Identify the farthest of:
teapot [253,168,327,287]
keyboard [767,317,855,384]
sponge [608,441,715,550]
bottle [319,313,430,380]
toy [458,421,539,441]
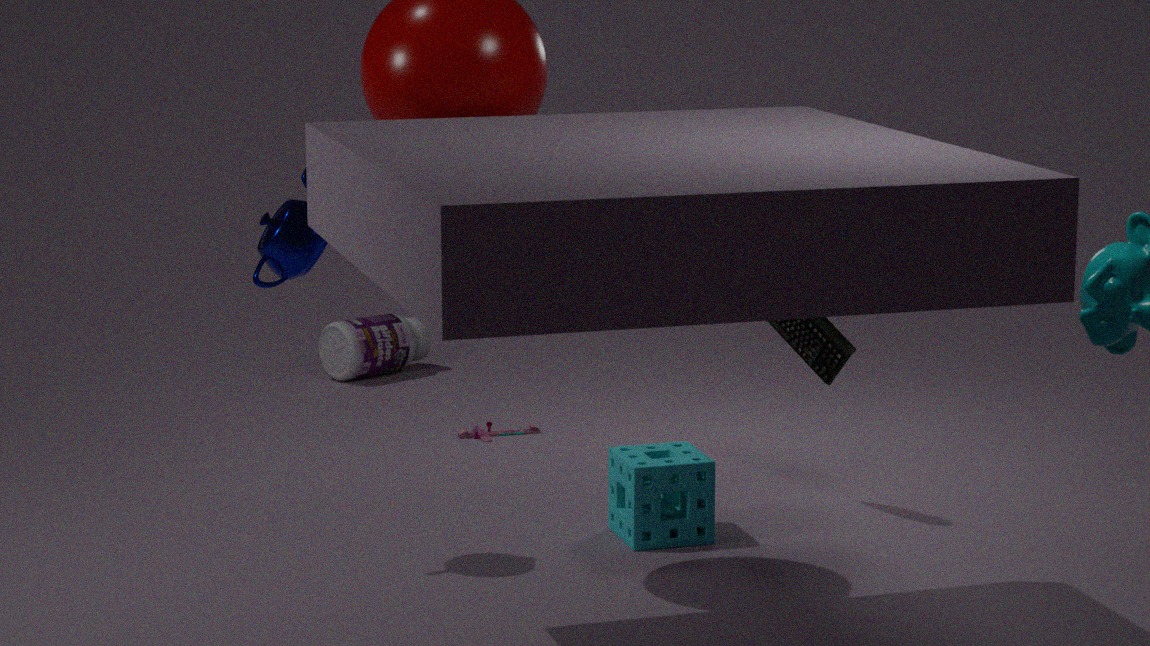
bottle [319,313,430,380]
